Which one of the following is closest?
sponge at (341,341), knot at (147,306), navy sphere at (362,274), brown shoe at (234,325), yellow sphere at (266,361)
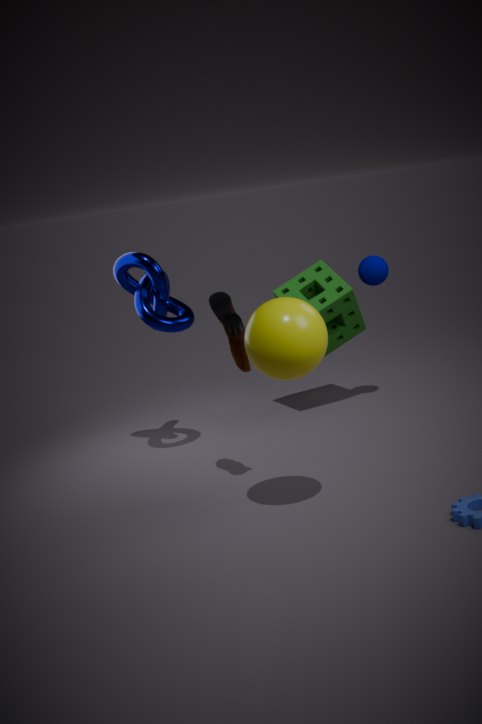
yellow sphere at (266,361)
